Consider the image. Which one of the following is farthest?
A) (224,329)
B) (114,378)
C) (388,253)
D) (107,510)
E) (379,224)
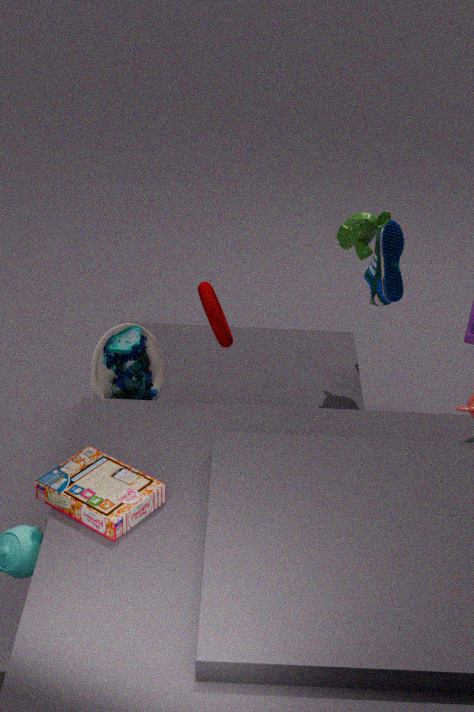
(388,253)
